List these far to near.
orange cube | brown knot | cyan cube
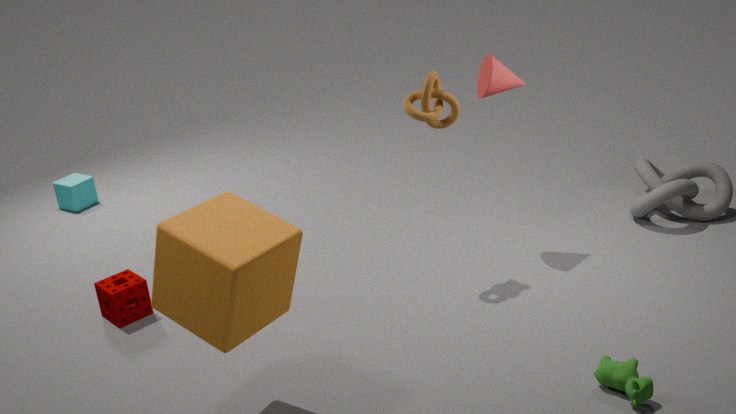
cyan cube → brown knot → orange cube
